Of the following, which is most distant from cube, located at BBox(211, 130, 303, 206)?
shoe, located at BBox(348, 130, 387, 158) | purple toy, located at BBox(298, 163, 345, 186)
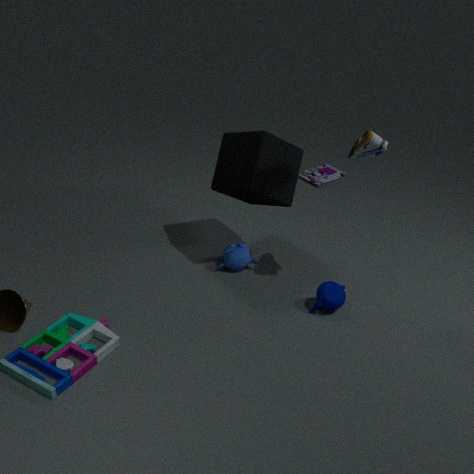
purple toy, located at BBox(298, 163, 345, 186)
